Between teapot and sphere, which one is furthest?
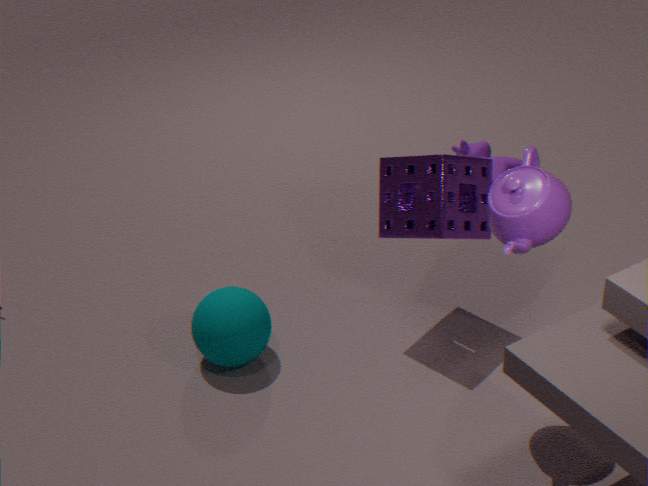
sphere
